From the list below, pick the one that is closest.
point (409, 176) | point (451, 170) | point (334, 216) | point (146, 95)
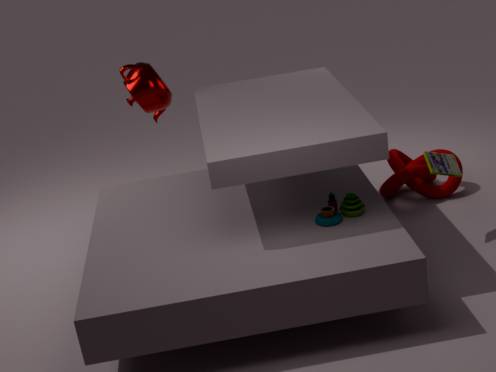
point (334, 216)
